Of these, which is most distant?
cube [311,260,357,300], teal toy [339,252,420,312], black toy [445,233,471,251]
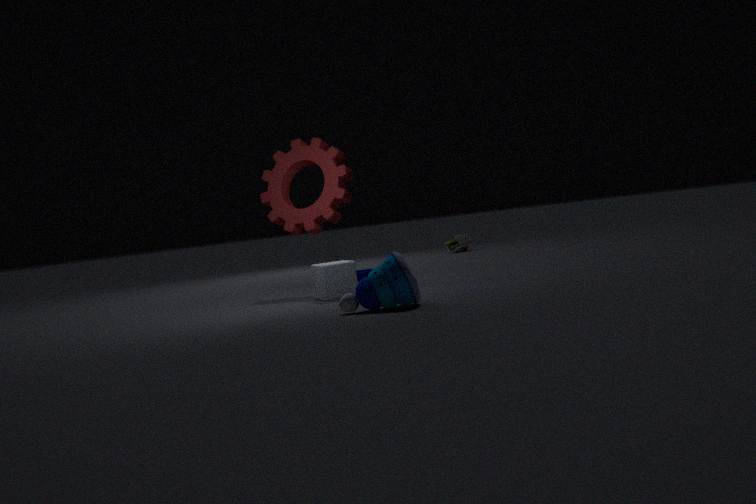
black toy [445,233,471,251]
